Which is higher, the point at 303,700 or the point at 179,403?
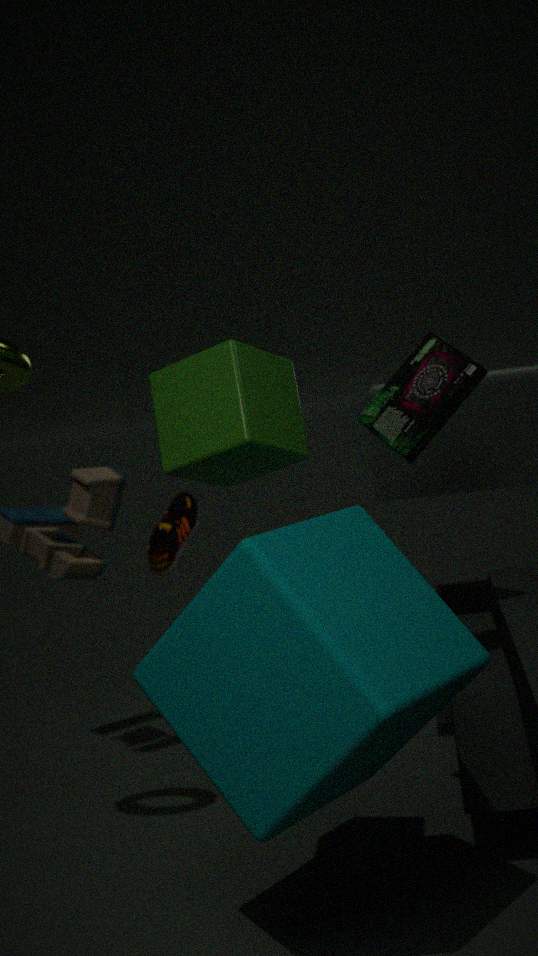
the point at 179,403
